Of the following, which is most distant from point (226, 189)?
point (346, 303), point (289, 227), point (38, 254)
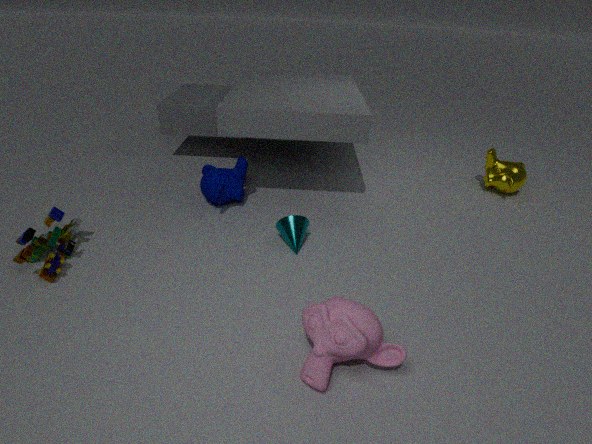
point (346, 303)
